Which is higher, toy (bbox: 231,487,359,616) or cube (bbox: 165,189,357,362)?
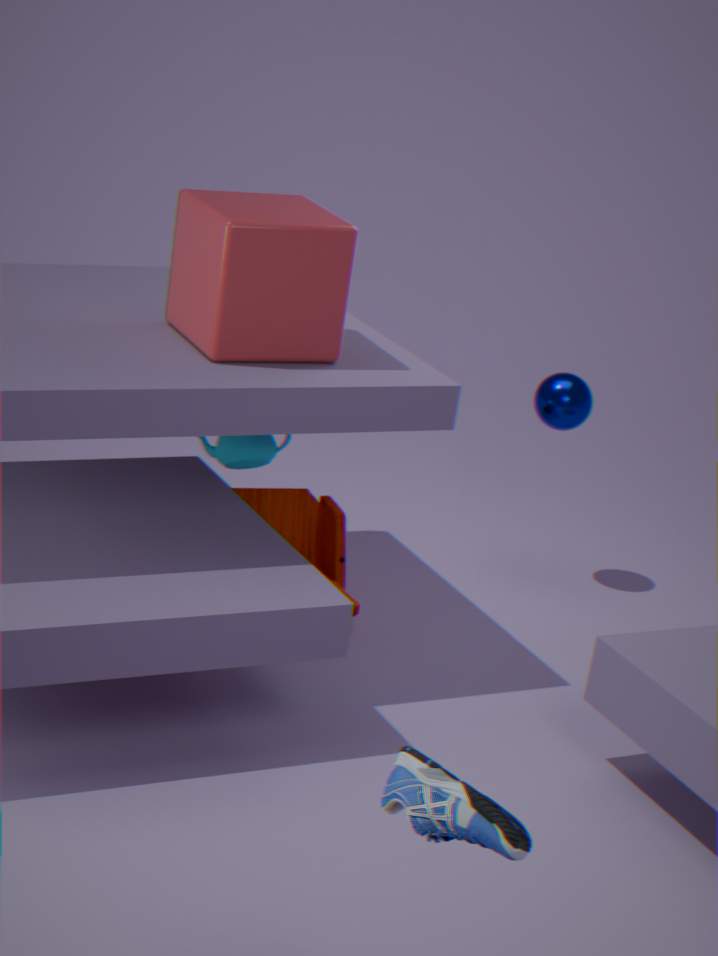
cube (bbox: 165,189,357,362)
